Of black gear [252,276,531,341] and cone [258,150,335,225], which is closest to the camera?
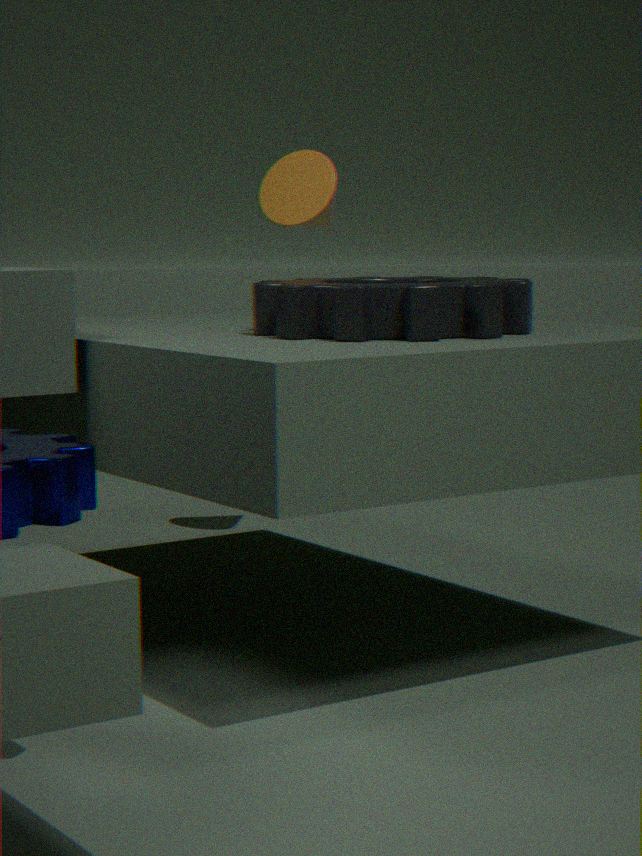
black gear [252,276,531,341]
